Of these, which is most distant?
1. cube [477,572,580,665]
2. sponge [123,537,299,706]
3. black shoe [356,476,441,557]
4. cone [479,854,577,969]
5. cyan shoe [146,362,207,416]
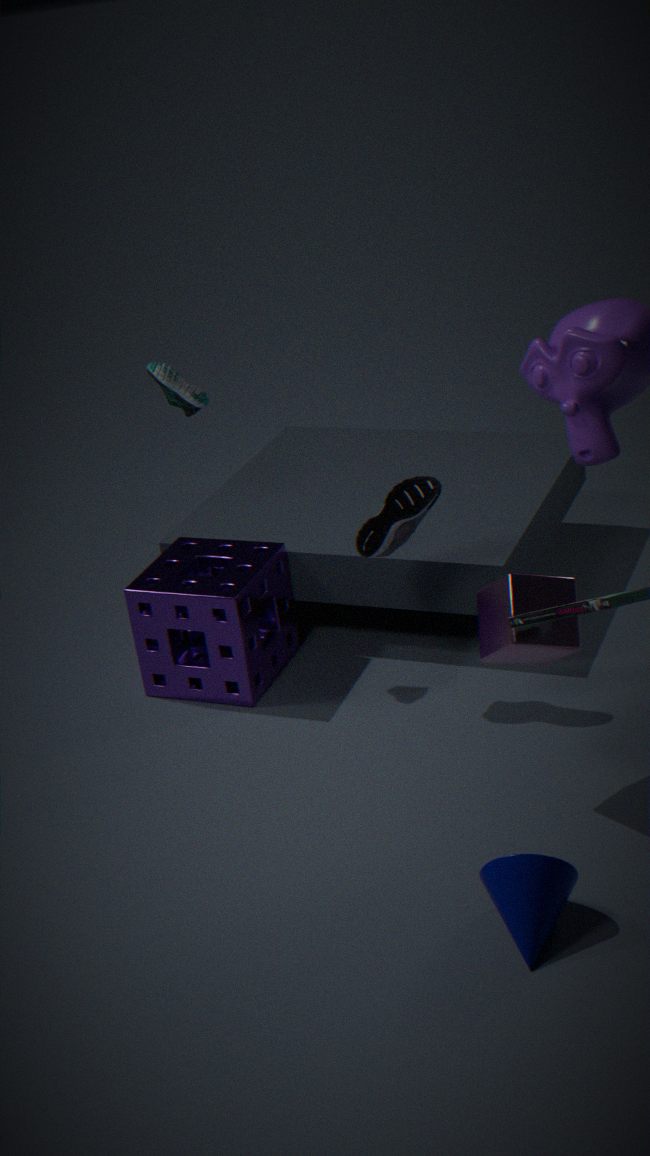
sponge [123,537,299,706]
